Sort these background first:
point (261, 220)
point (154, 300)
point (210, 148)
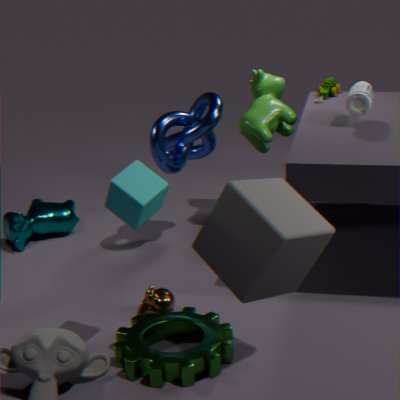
point (210, 148) < point (154, 300) < point (261, 220)
